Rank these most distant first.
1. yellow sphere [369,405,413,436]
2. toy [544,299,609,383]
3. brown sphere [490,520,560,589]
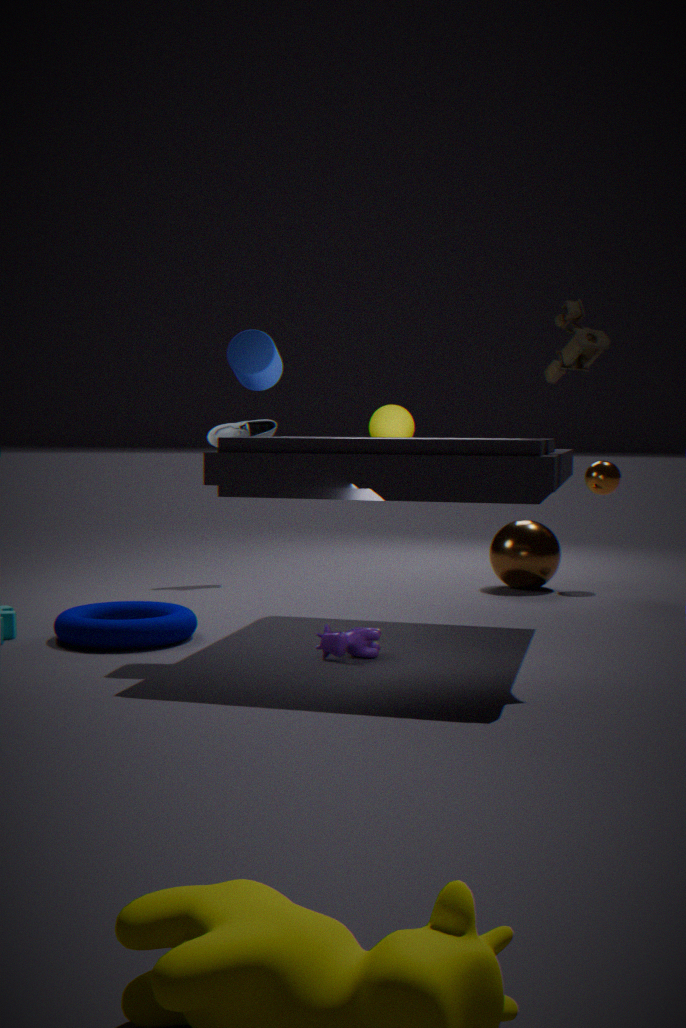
1. brown sphere [490,520,560,589]
2. yellow sphere [369,405,413,436]
3. toy [544,299,609,383]
